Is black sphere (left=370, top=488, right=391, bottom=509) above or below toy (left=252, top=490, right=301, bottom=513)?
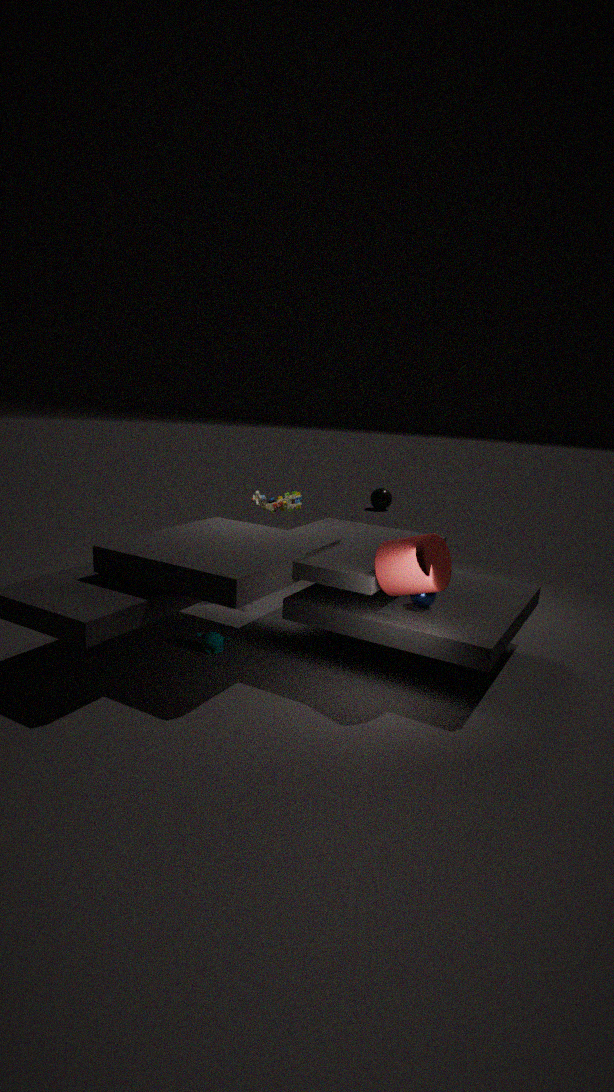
below
